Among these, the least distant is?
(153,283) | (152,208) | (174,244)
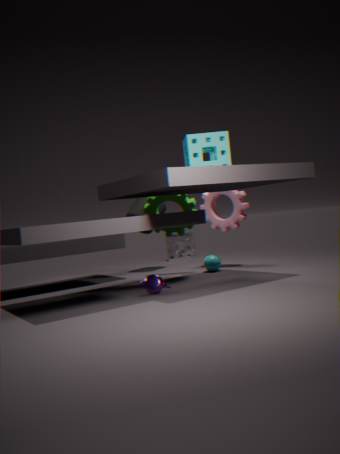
(153,283)
